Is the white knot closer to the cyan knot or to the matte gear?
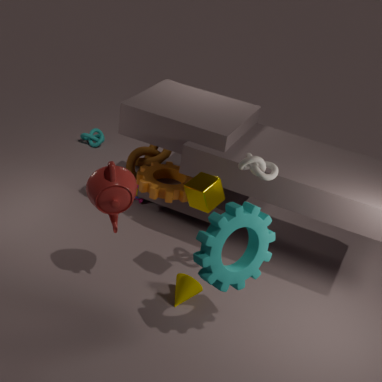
the matte gear
